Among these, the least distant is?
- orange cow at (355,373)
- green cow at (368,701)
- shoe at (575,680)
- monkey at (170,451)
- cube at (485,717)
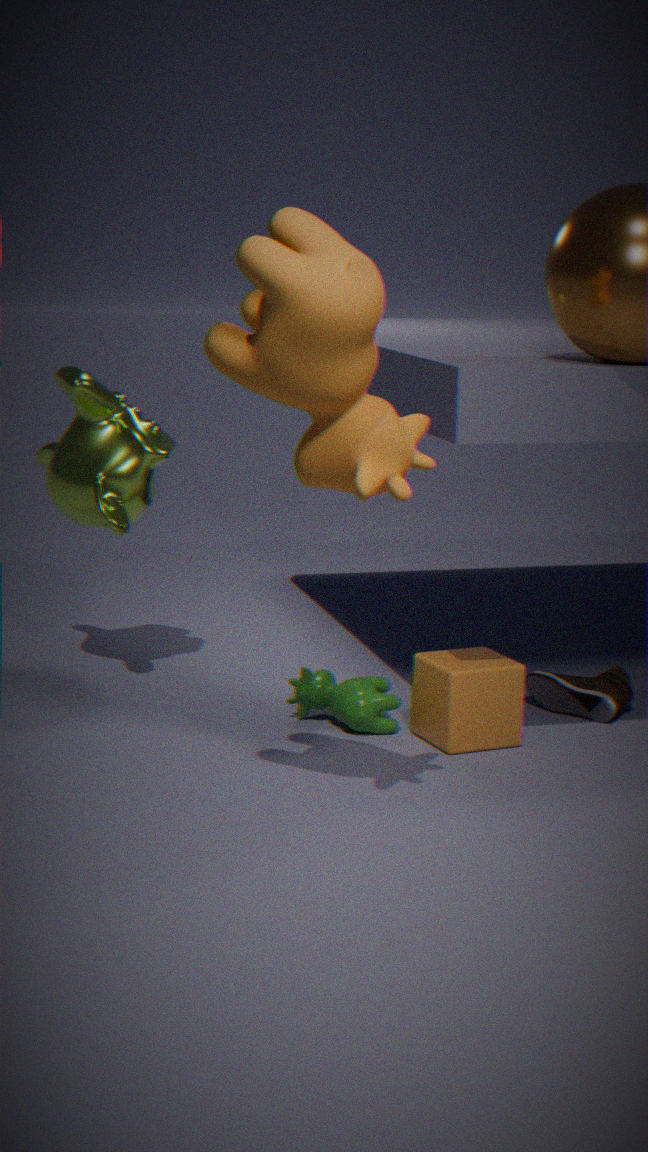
orange cow at (355,373)
